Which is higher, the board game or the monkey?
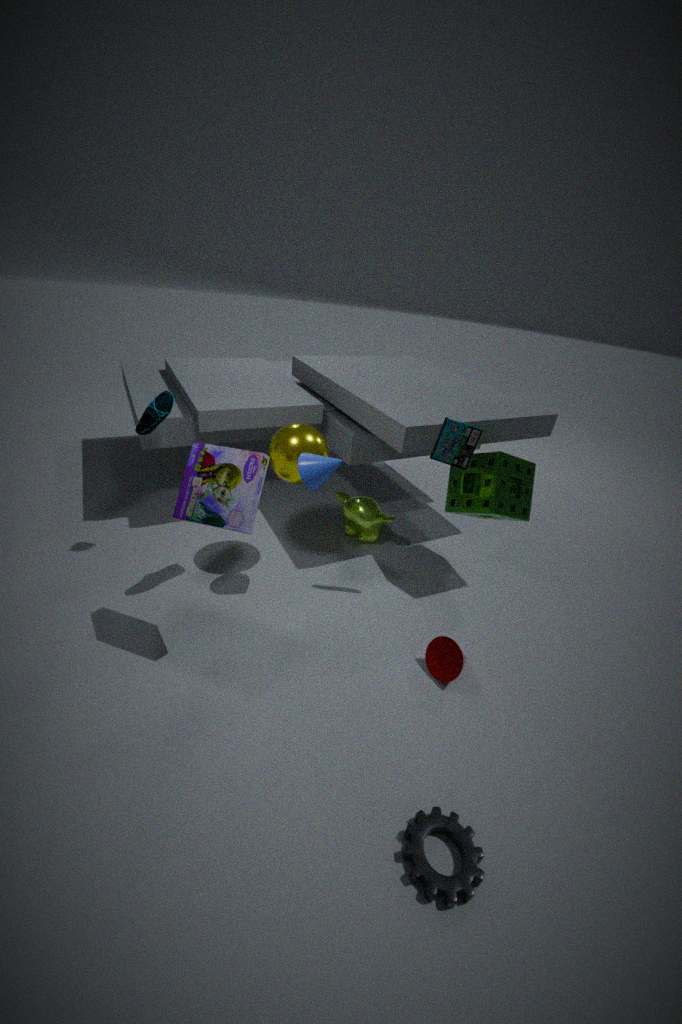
the board game
